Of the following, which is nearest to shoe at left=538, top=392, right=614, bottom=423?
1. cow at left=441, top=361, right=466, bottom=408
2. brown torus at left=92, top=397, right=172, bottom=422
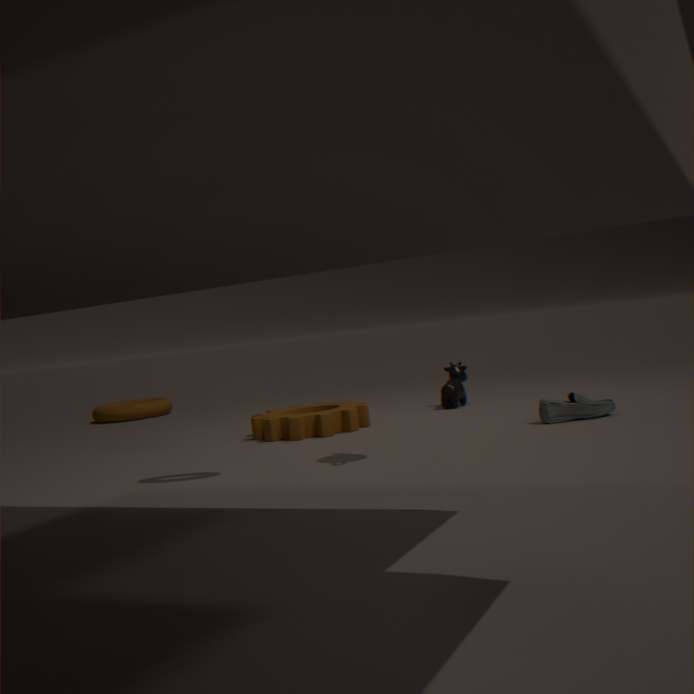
cow at left=441, top=361, right=466, bottom=408
